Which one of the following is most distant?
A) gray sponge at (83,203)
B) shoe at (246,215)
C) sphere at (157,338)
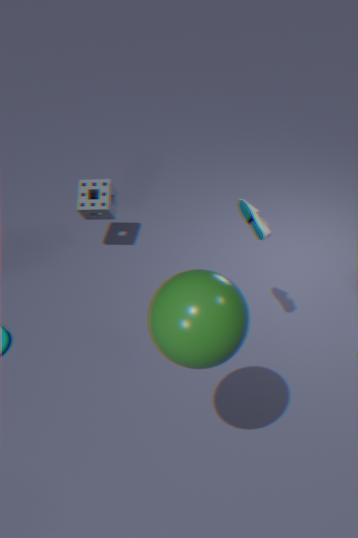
A. gray sponge at (83,203)
